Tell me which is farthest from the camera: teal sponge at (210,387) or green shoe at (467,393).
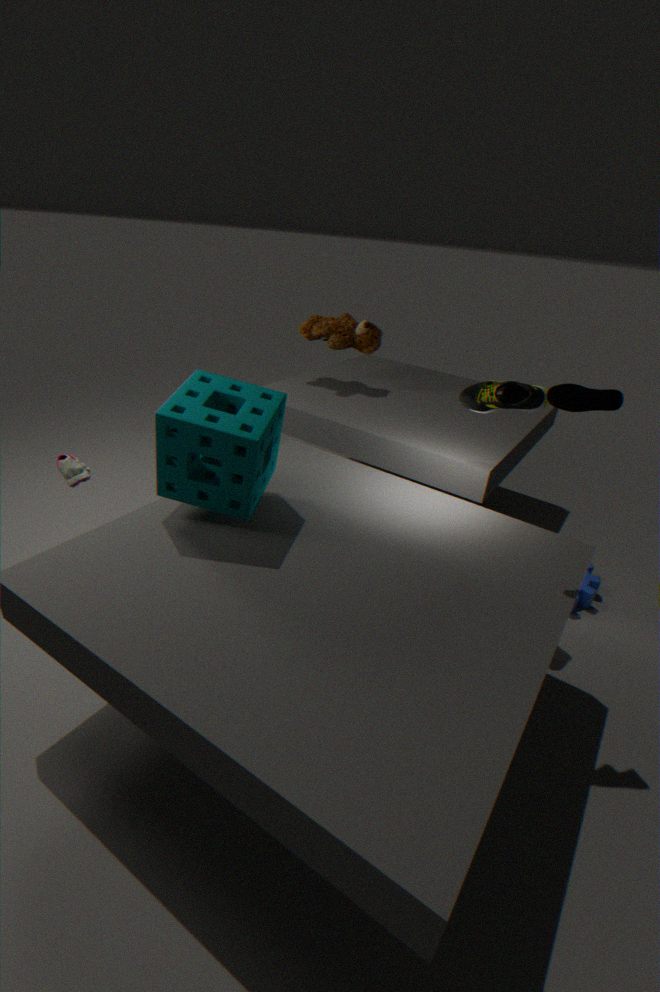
green shoe at (467,393)
